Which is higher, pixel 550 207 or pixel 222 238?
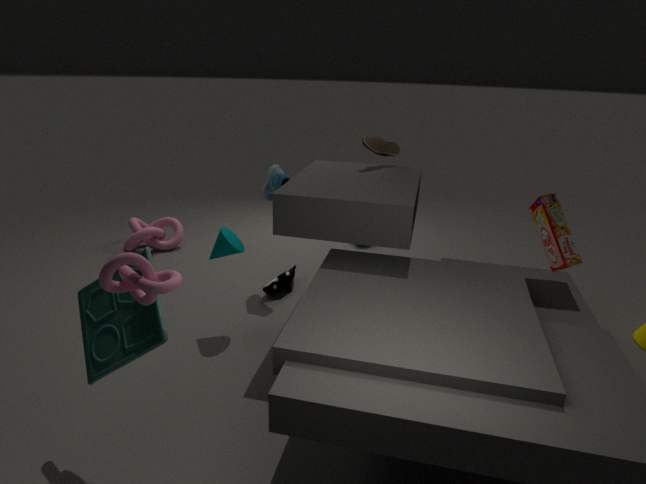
pixel 550 207
